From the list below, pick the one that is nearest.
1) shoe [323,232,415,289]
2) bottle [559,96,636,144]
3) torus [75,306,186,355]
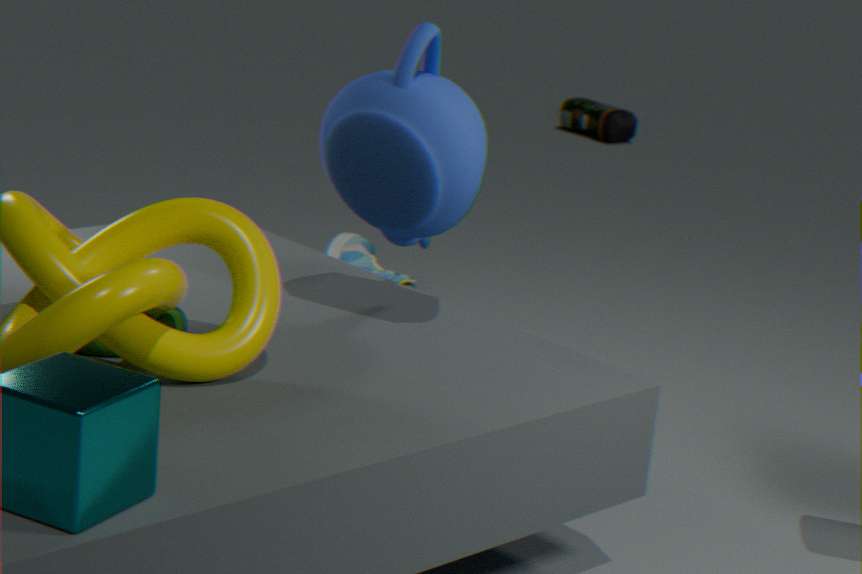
3. torus [75,306,186,355]
